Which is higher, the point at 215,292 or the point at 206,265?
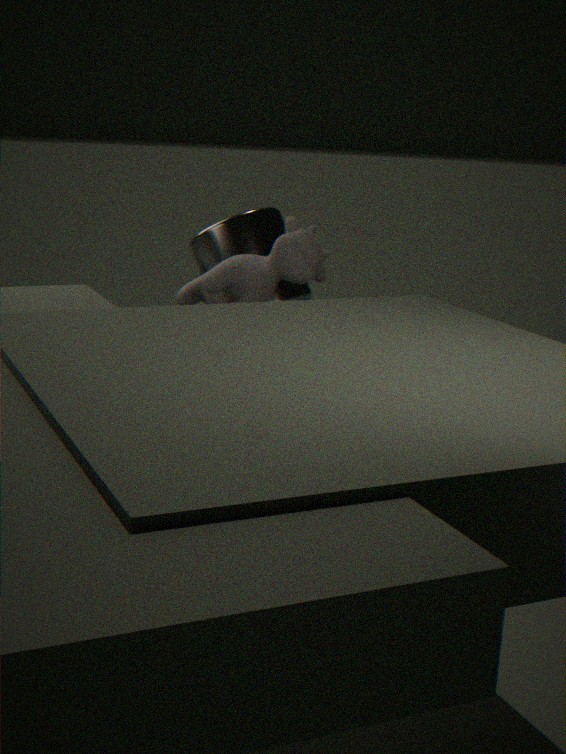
the point at 215,292
